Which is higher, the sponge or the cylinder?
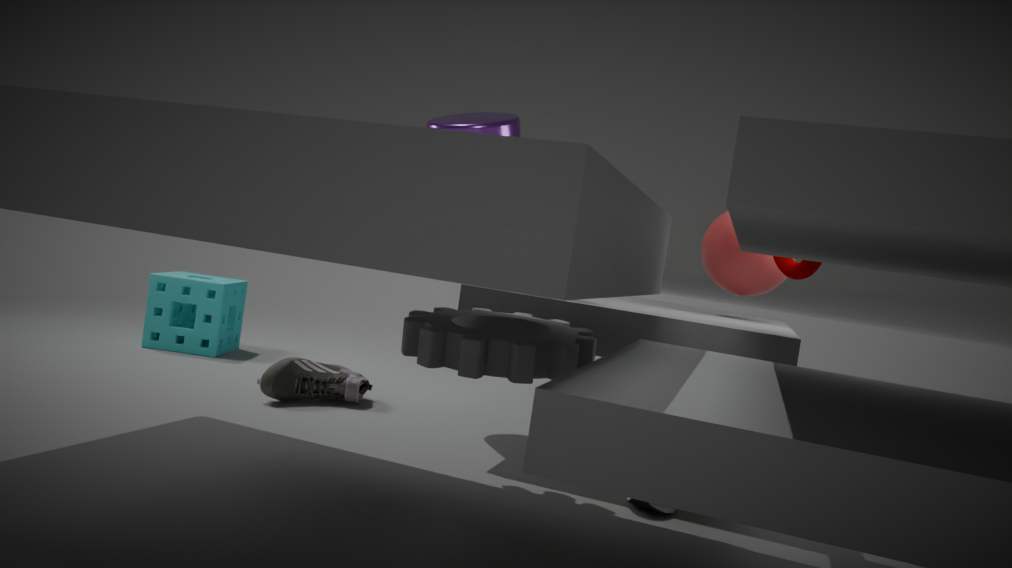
the cylinder
